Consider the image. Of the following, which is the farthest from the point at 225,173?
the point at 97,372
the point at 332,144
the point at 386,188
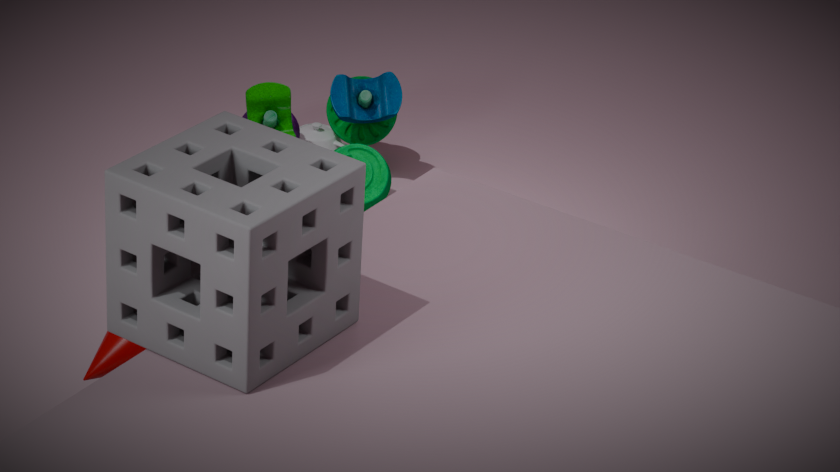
the point at 332,144
